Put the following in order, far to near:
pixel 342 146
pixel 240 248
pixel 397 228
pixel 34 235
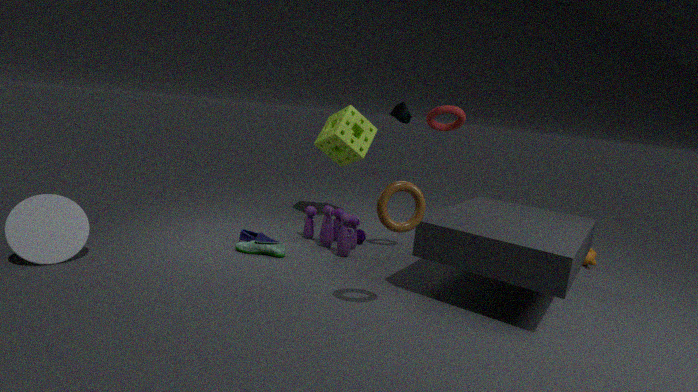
pixel 342 146 < pixel 240 248 < pixel 34 235 < pixel 397 228
